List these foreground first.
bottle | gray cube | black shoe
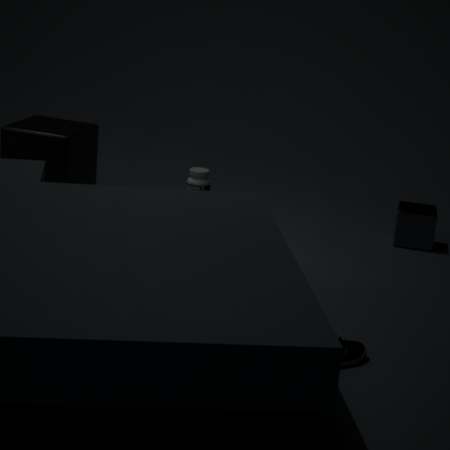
black shoe < gray cube < bottle
